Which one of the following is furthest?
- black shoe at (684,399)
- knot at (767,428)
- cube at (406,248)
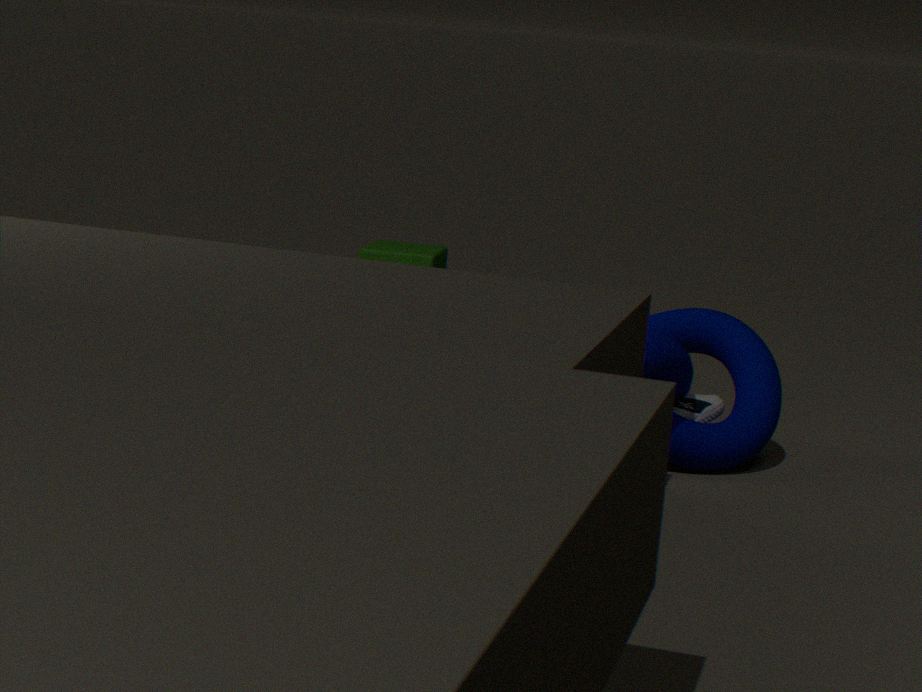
cube at (406,248)
